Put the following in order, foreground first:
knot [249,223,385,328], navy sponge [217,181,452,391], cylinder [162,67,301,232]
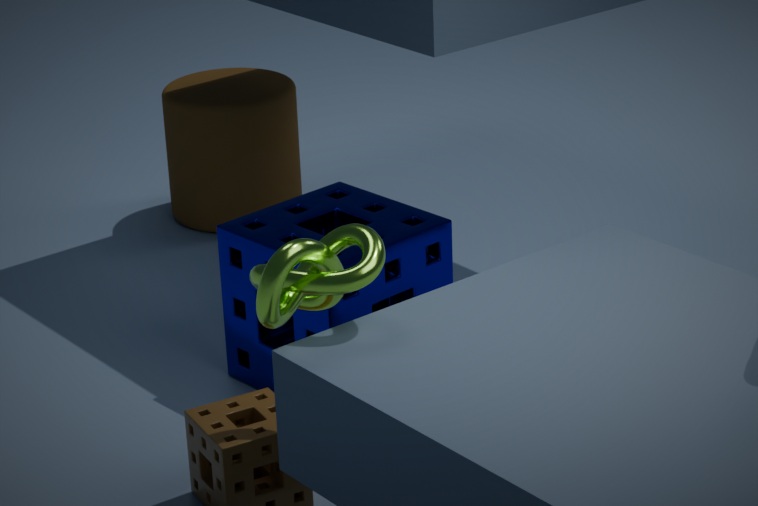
knot [249,223,385,328] → navy sponge [217,181,452,391] → cylinder [162,67,301,232]
